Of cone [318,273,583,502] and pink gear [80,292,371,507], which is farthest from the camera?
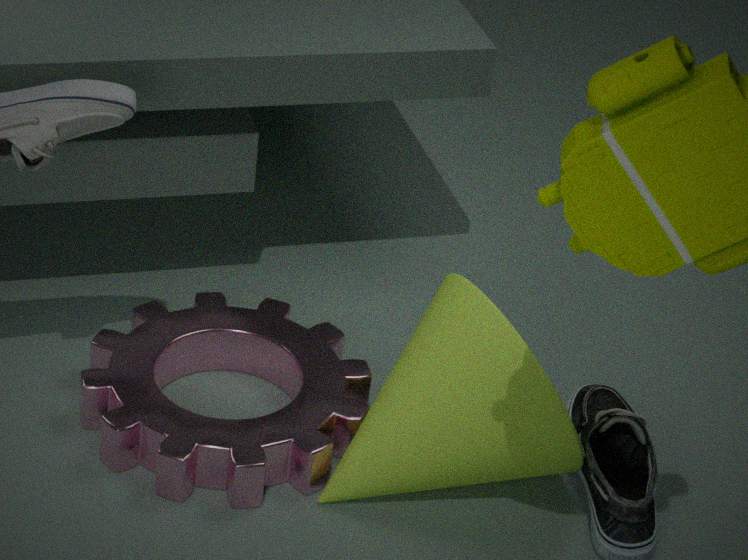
pink gear [80,292,371,507]
